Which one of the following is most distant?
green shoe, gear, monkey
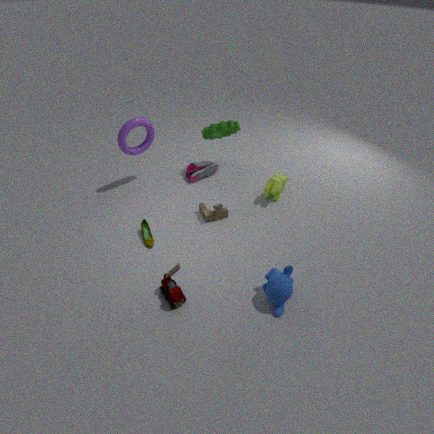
gear
